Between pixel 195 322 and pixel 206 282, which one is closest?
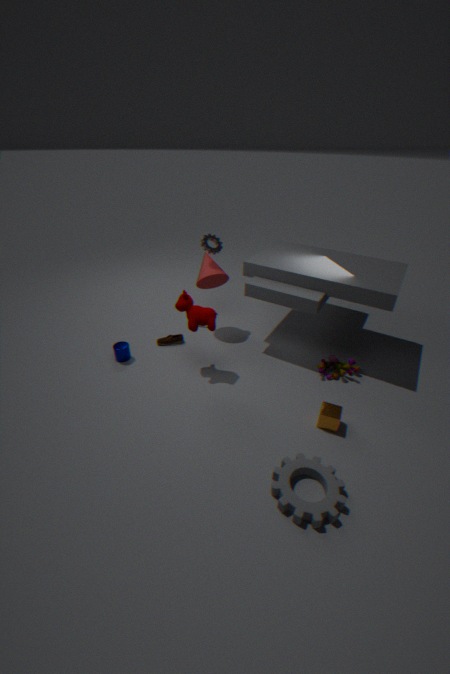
pixel 195 322
